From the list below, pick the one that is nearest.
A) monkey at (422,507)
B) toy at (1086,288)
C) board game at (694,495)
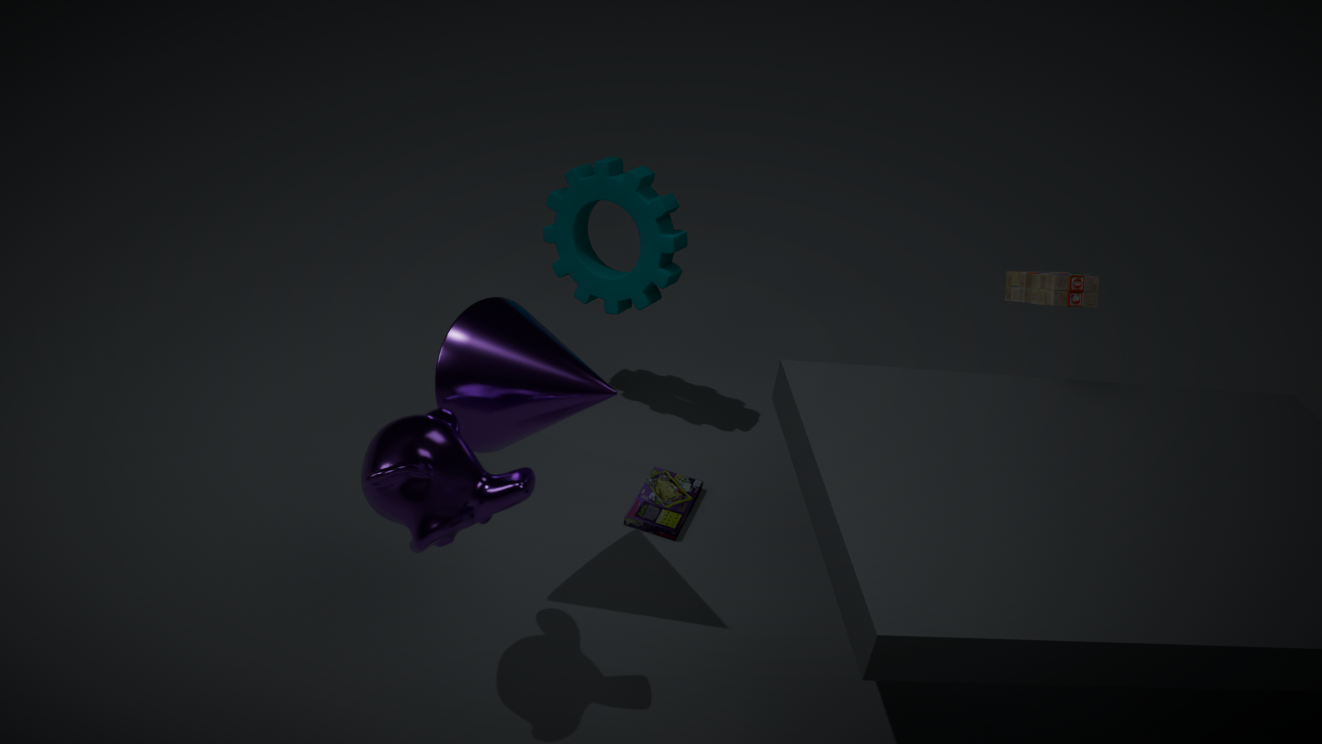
monkey at (422,507)
